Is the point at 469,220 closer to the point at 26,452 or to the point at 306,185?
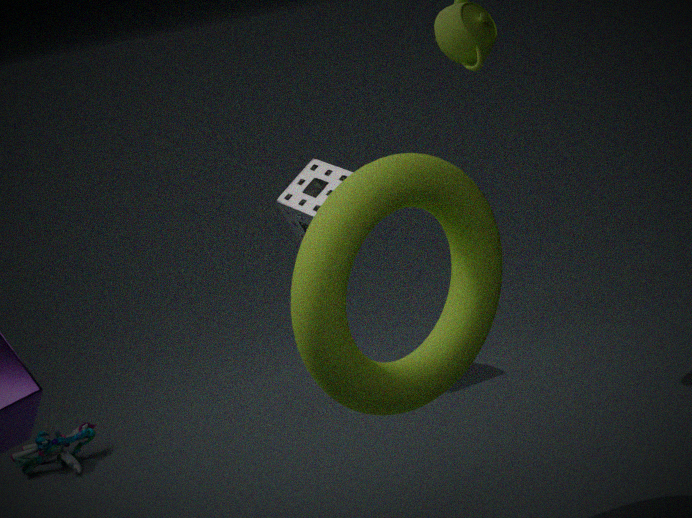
the point at 306,185
